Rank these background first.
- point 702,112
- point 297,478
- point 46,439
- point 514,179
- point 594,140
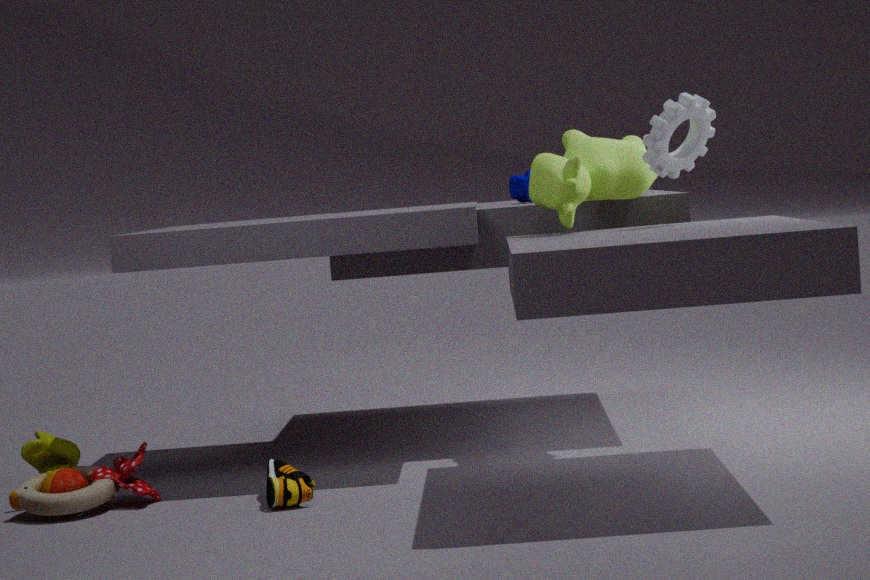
point 514,179
point 46,439
point 594,140
point 702,112
point 297,478
